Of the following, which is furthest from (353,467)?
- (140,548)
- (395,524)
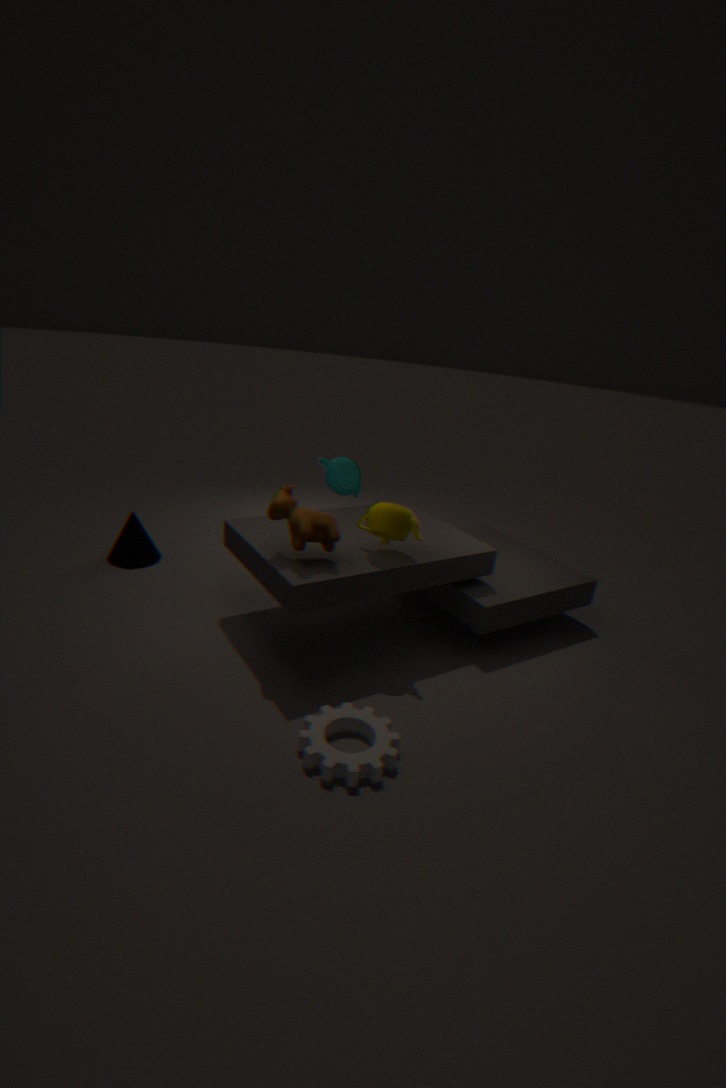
(140,548)
